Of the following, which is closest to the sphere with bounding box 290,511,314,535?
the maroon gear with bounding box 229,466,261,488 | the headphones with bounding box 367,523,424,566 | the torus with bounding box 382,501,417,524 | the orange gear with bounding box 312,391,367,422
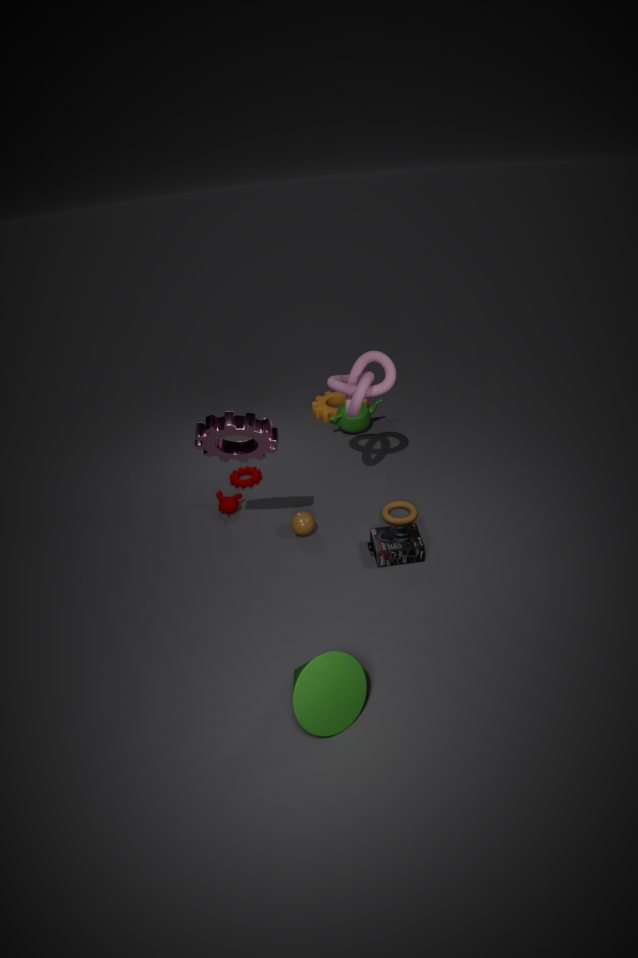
the headphones with bounding box 367,523,424,566
